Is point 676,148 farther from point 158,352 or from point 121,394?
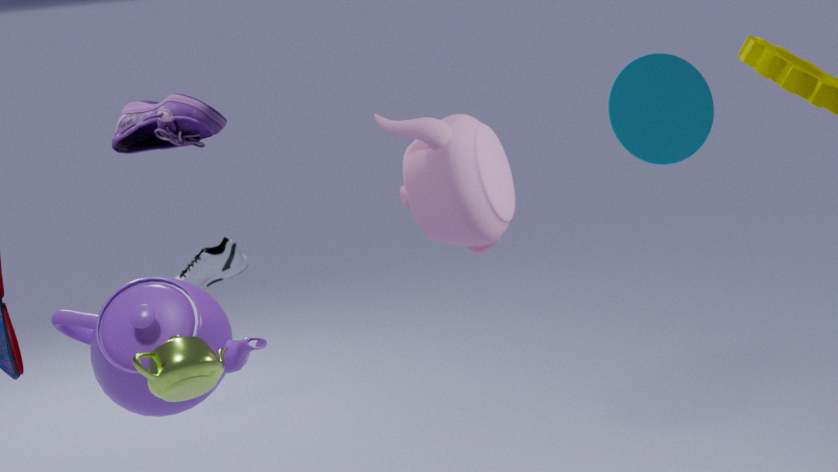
point 121,394
